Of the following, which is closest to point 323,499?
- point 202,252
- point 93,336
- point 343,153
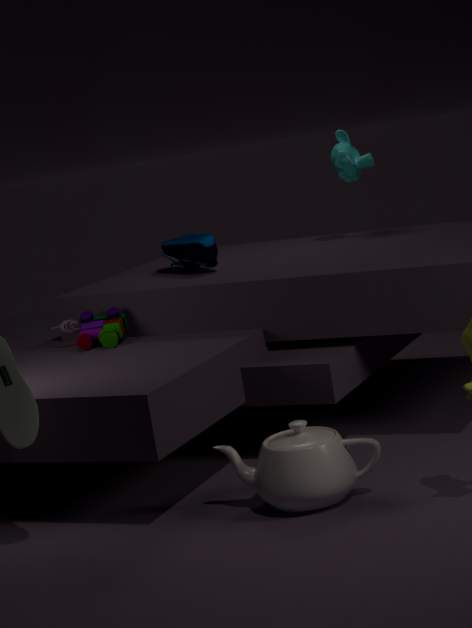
point 93,336
